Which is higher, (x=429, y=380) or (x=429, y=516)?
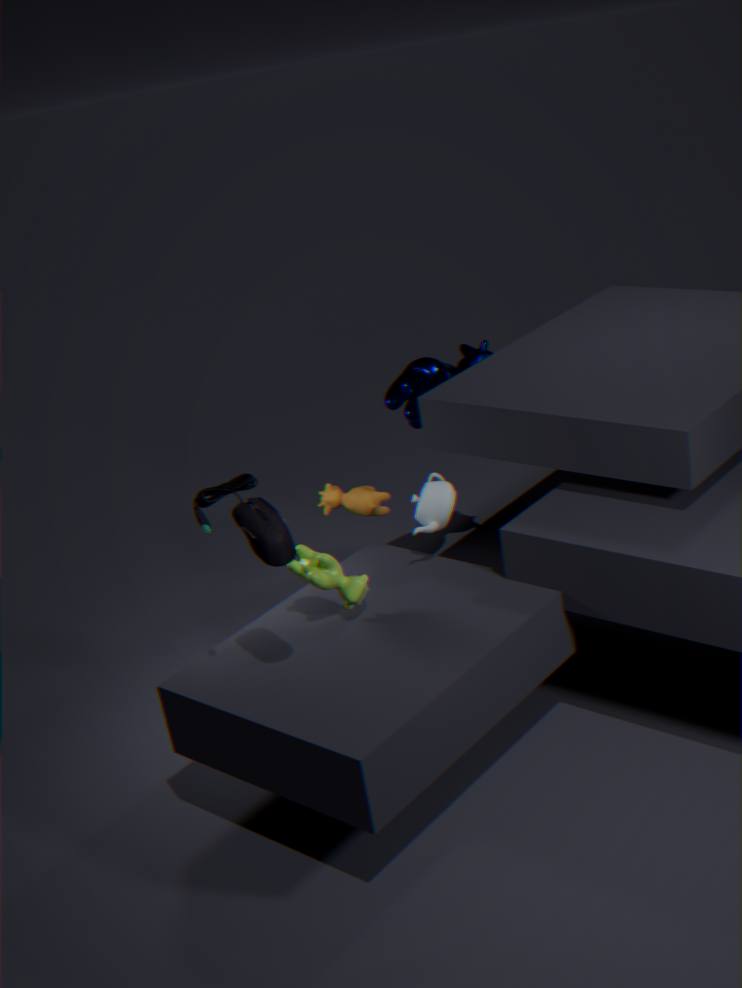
(x=429, y=380)
